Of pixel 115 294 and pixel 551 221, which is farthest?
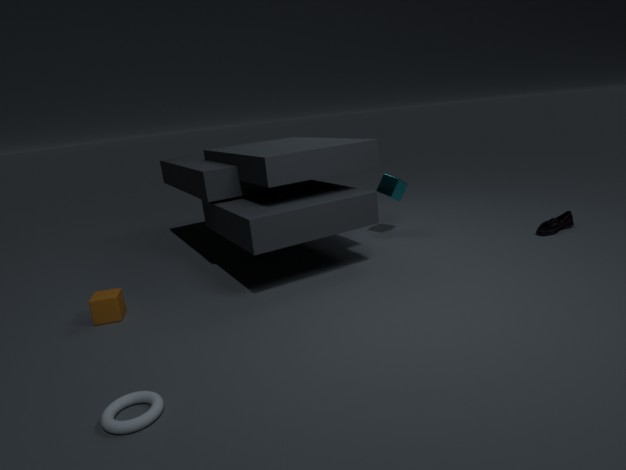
pixel 551 221
